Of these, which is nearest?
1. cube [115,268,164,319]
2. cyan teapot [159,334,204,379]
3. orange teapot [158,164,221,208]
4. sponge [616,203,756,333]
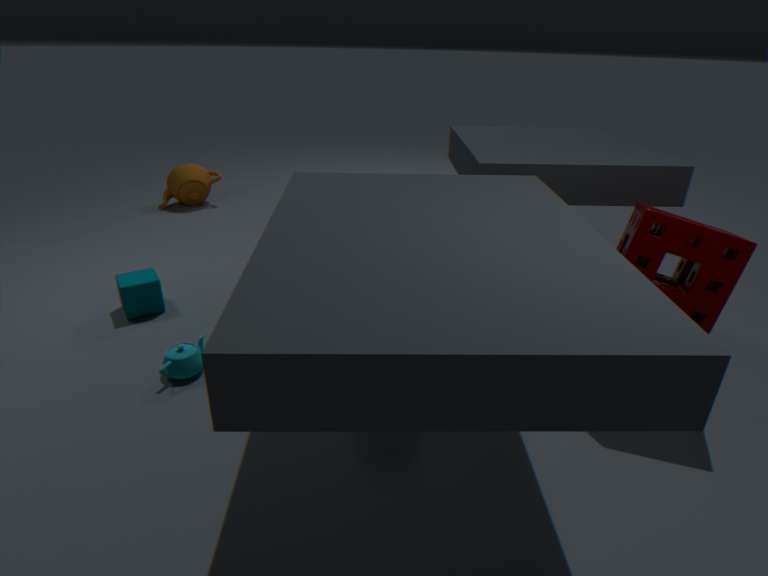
sponge [616,203,756,333]
